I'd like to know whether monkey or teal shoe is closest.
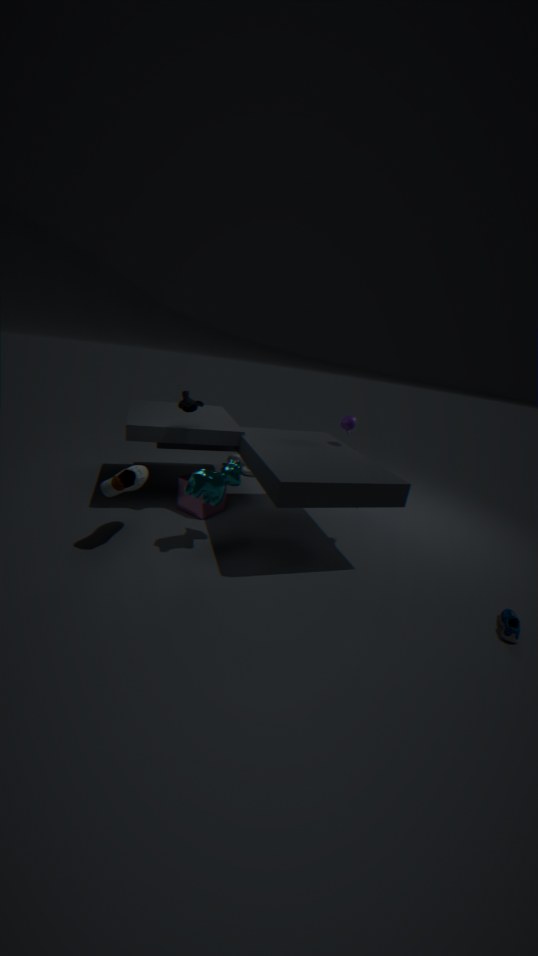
teal shoe
